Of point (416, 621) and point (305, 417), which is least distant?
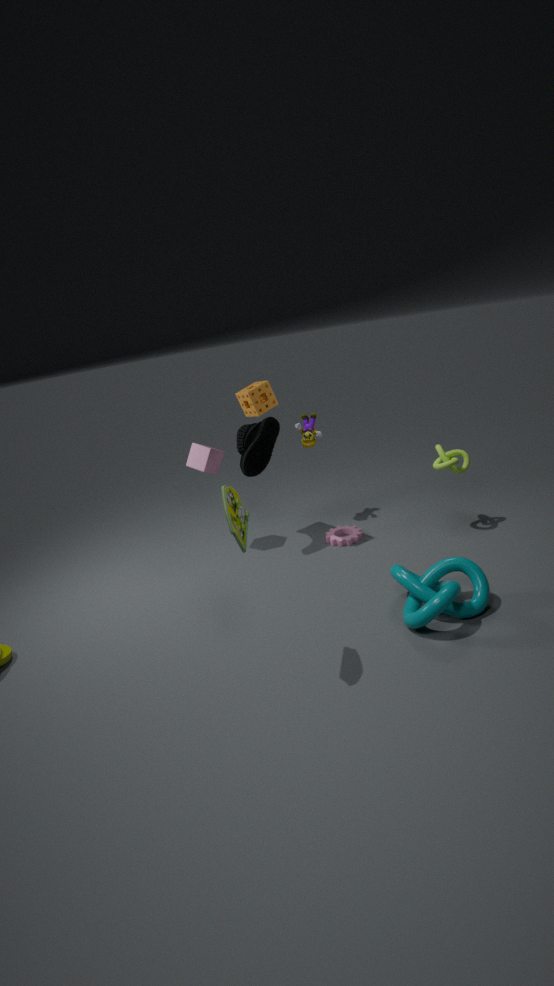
point (416, 621)
